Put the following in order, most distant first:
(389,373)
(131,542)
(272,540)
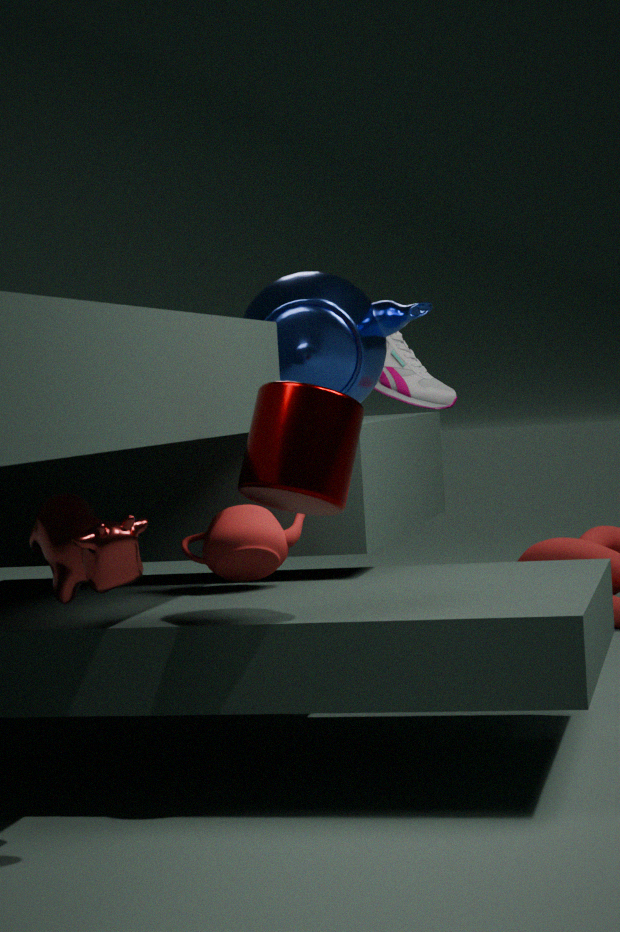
(389,373) < (272,540) < (131,542)
